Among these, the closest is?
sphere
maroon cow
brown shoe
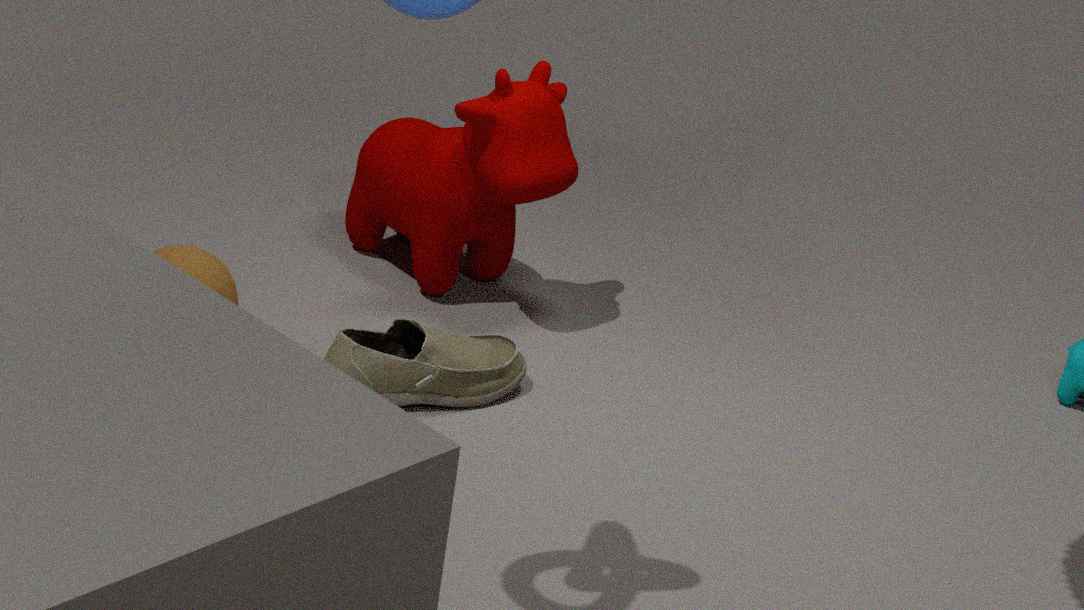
brown shoe
